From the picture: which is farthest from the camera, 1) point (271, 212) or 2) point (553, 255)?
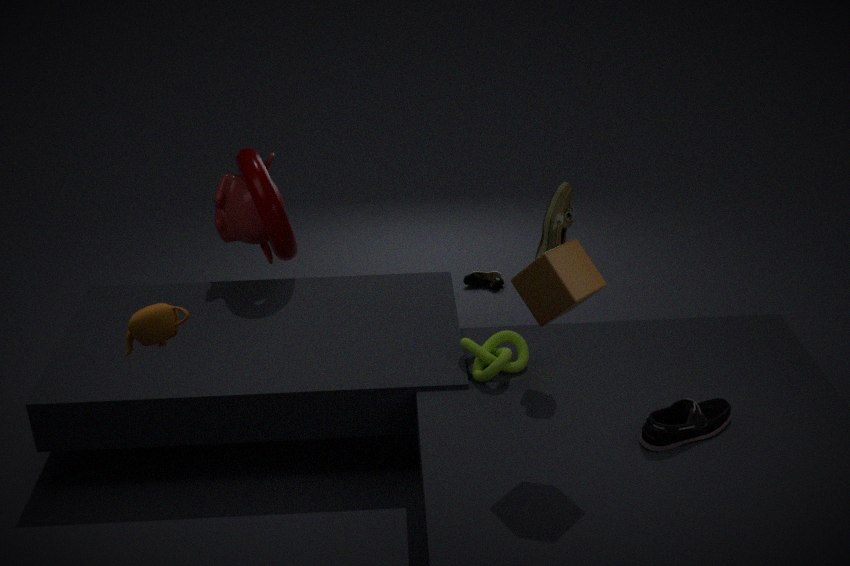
1. point (271, 212)
